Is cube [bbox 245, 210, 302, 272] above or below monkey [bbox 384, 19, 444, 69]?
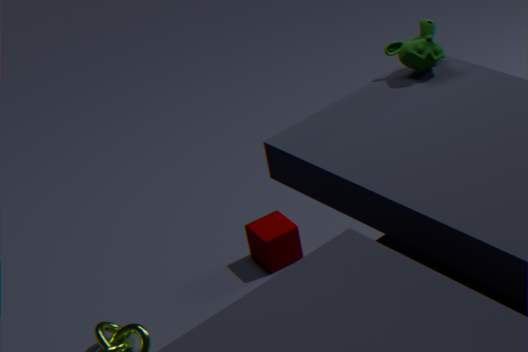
below
